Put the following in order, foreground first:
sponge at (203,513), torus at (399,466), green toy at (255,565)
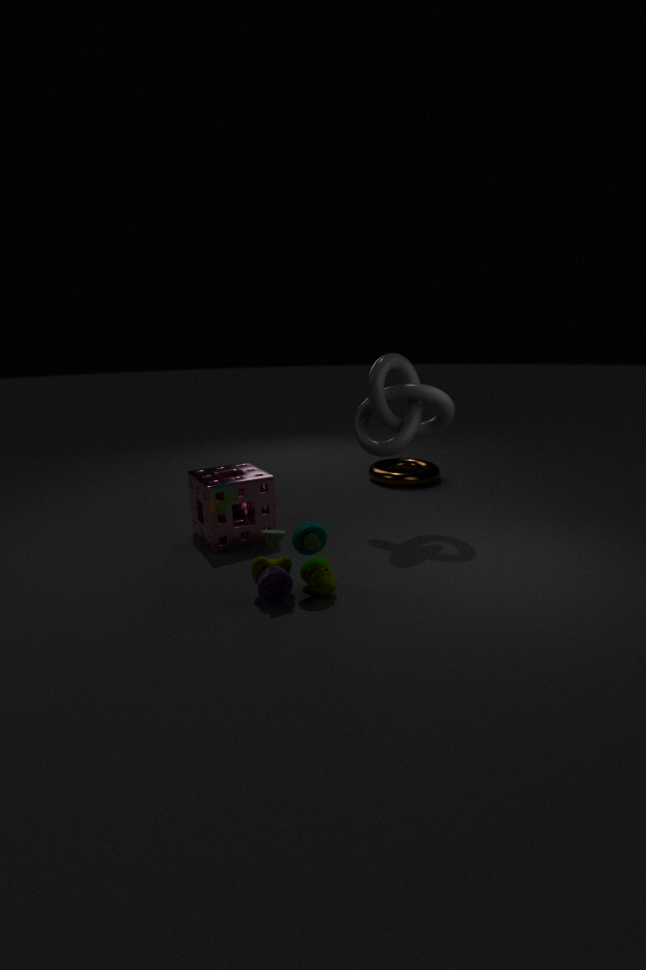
1. green toy at (255,565)
2. sponge at (203,513)
3. torus at (399,466)
